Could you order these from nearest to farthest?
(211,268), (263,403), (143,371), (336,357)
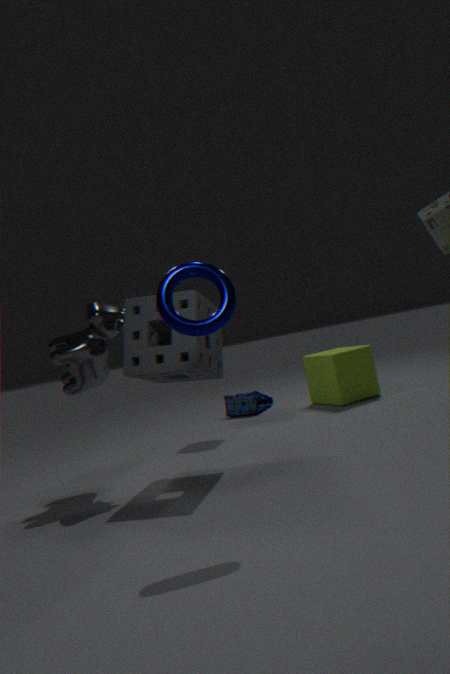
(211,268) → (143,371) → (336,357) → (263,403)
